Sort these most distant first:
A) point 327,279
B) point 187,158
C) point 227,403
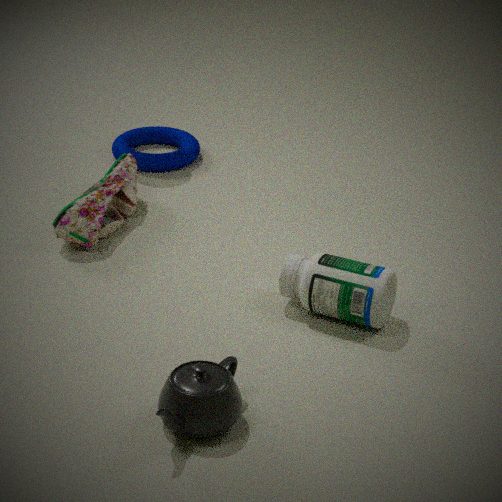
point 187,158 → point 327,279 → point 227,403
